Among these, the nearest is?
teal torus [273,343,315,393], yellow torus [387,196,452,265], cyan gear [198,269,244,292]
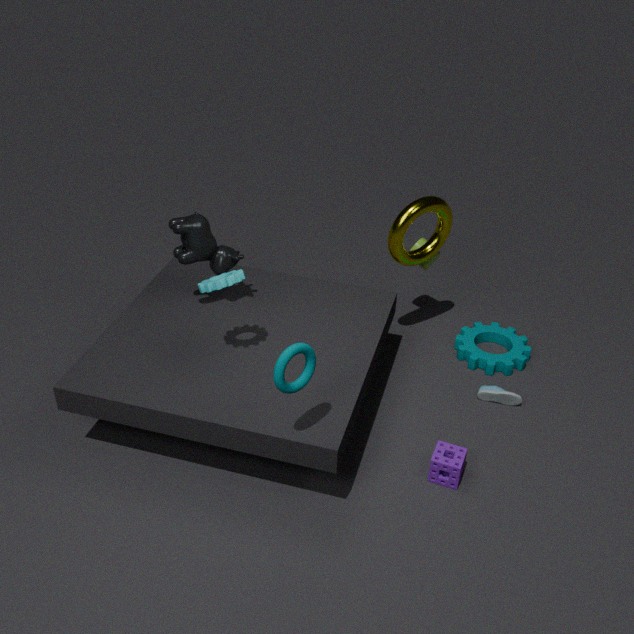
teal torus [273,343,315,393]
